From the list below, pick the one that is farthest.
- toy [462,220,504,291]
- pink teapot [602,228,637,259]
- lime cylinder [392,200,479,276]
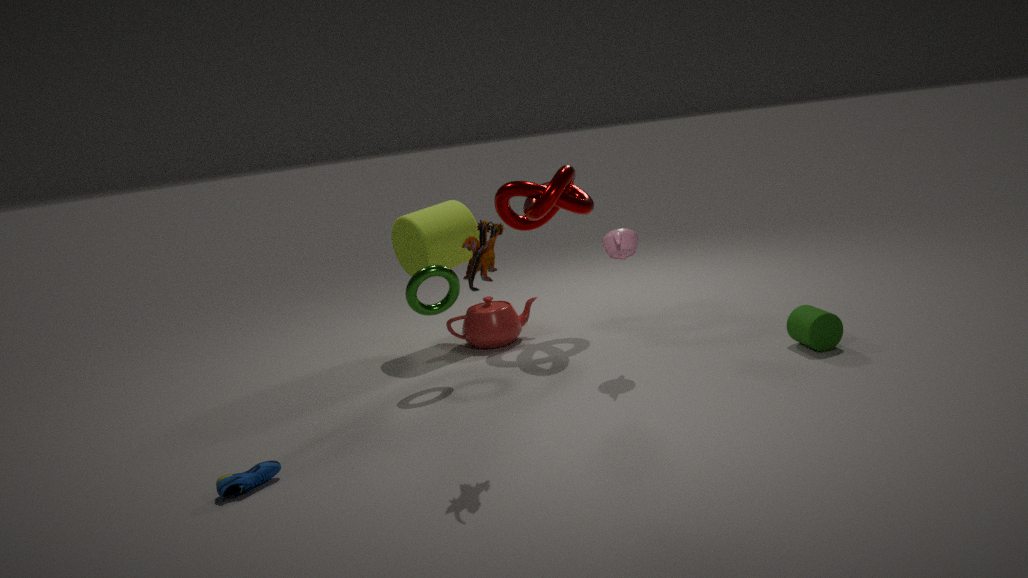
lime cylinder [392,200,479,276]
